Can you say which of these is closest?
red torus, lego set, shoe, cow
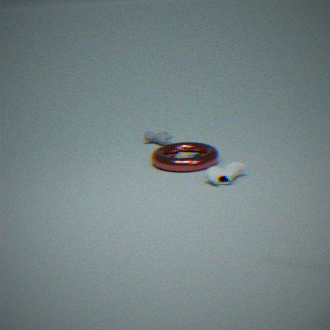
shoe
